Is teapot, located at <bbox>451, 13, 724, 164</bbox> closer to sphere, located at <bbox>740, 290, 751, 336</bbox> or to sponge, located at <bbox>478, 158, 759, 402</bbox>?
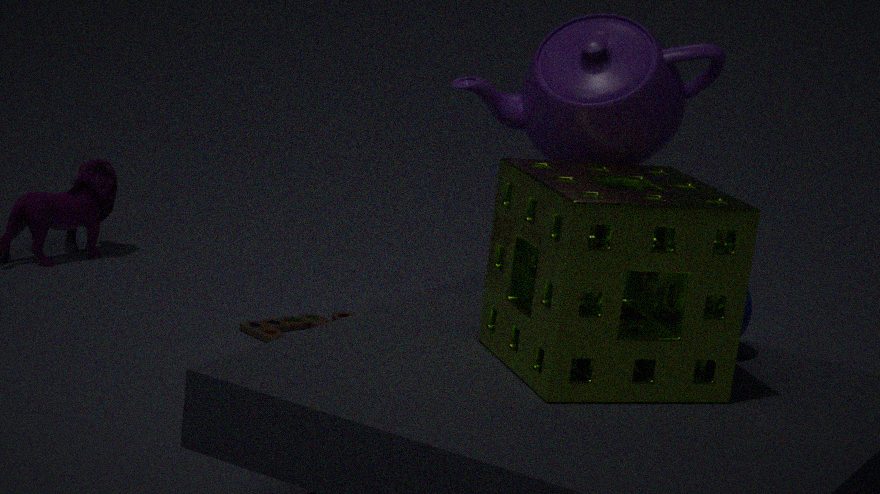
sponge, located at <bbox>478, 158, 759, 402</bbox>
